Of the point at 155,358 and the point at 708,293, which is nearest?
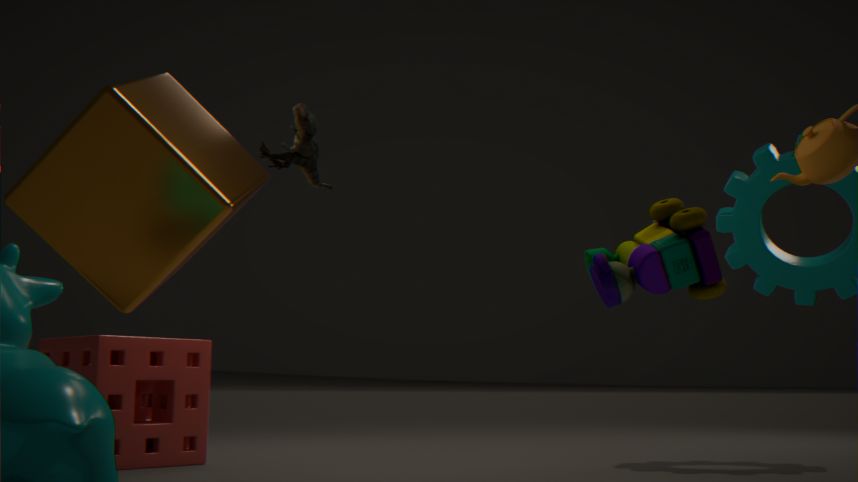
the point at 708,293
